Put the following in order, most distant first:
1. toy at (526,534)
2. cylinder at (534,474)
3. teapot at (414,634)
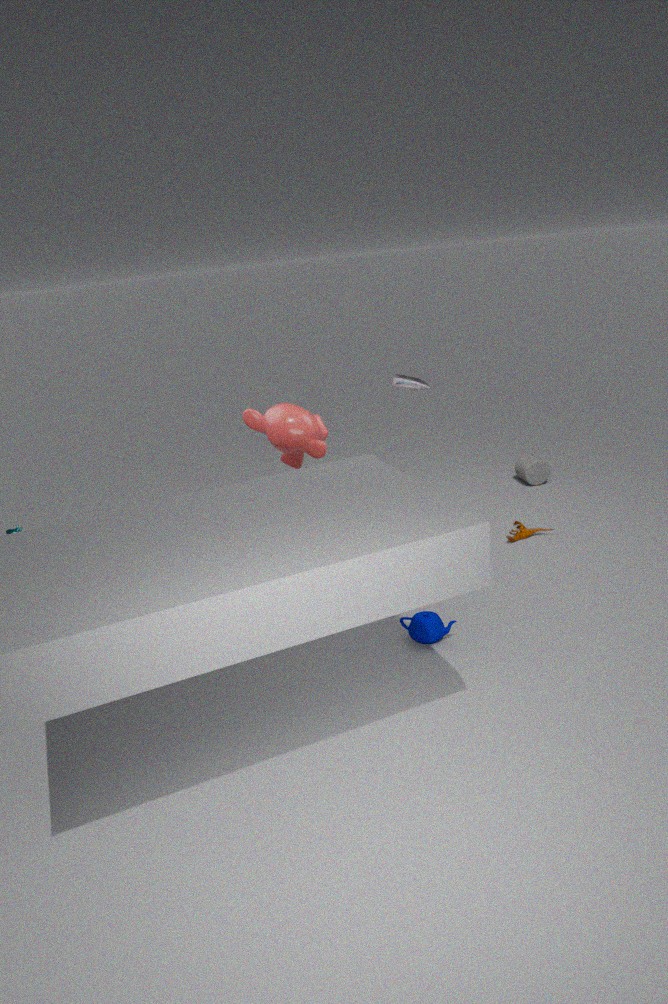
cylinder at (534,474) → toy at (526,534) → teapot at (414,634)
